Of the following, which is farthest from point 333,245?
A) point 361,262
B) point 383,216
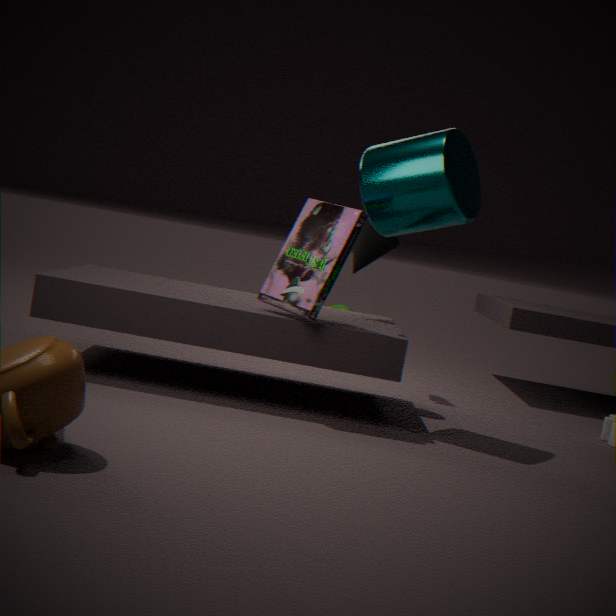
point 361,262
